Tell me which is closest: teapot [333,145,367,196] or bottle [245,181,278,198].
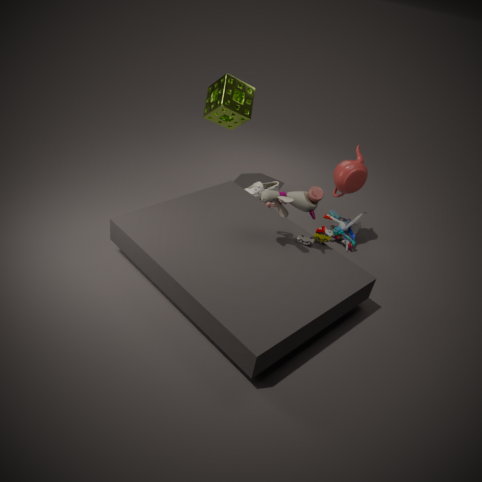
teapot [333,145,367,196]
